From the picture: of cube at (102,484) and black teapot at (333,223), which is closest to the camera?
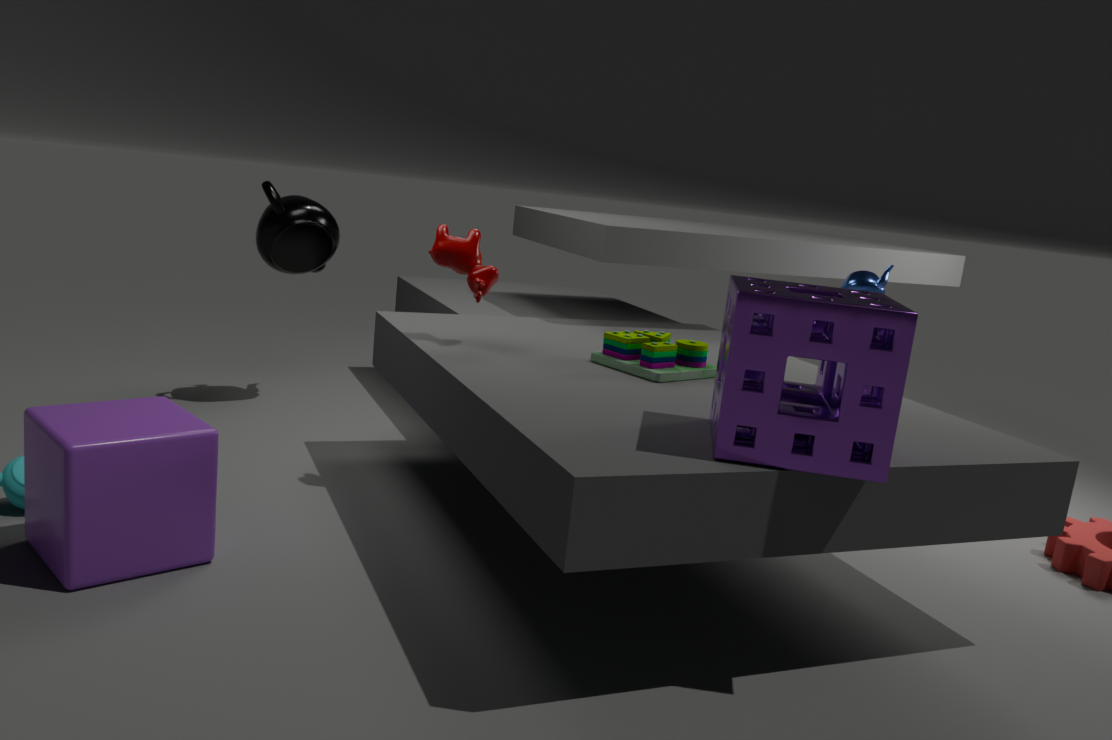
cube at (102,484)
